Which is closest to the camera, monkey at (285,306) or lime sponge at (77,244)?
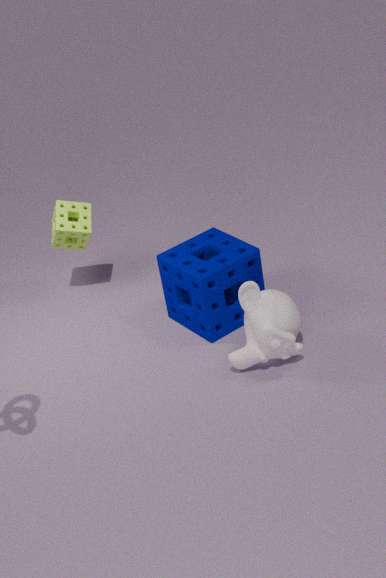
monkey at (285,306)
